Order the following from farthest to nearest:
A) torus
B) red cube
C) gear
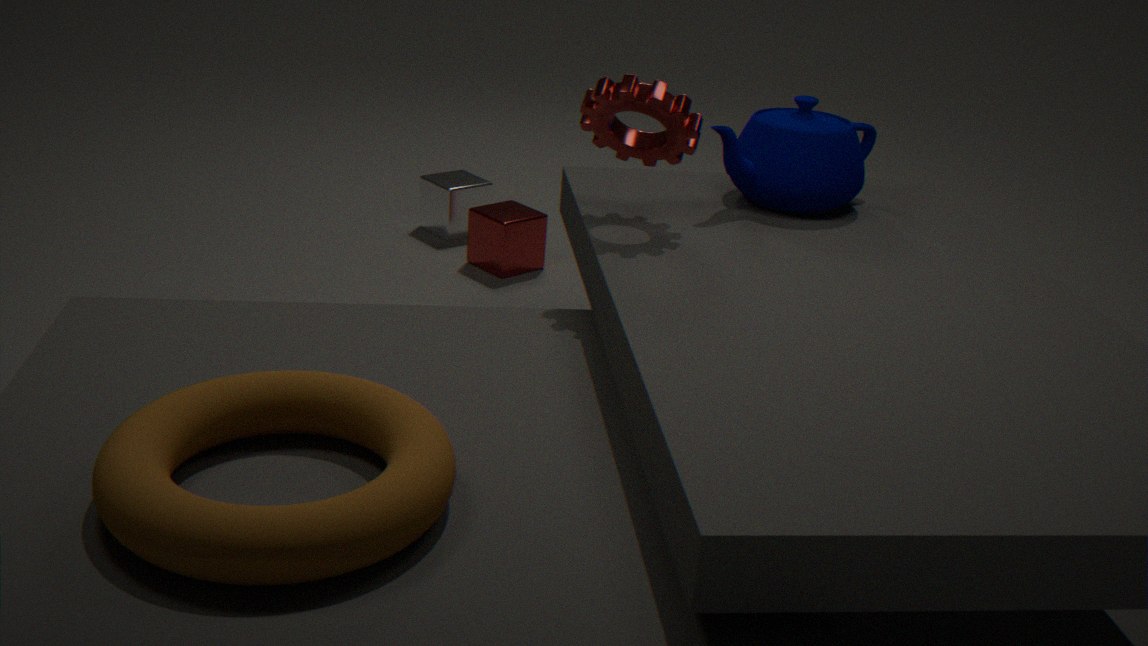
red cube, gear, torus
